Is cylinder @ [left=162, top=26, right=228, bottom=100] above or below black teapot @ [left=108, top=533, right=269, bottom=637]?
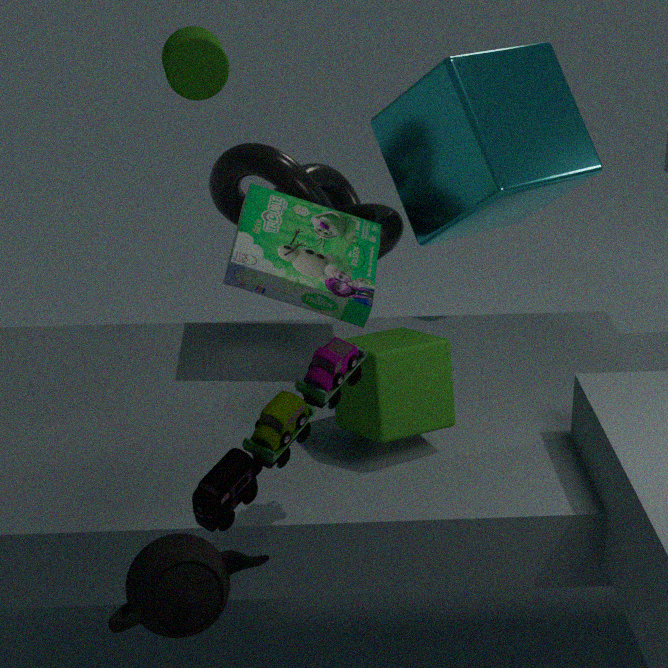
above
